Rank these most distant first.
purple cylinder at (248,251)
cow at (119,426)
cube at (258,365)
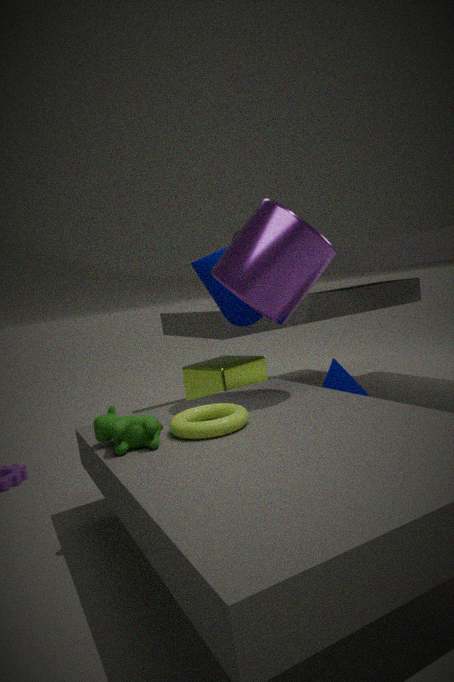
1. cube at (258,365)
2. purple cylinder at (248,251)
3. cow at (119,426)
